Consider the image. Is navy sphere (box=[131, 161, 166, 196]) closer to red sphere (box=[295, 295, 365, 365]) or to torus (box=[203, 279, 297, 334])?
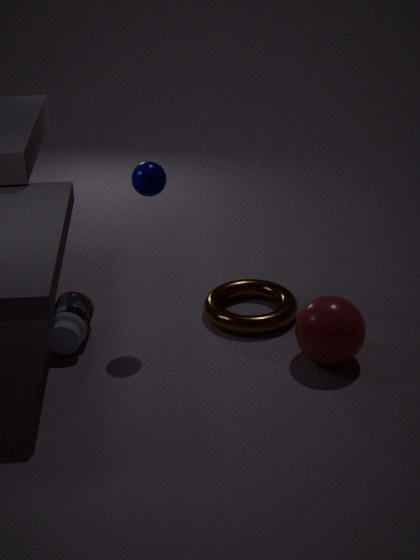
torus (box=[203, 279, 297, 334])
